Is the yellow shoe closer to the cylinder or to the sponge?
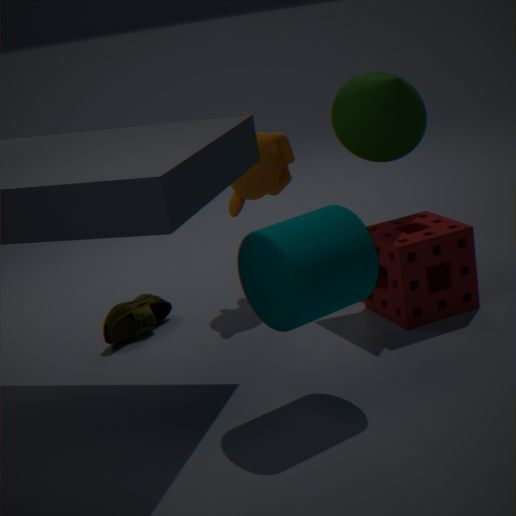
the sponge
